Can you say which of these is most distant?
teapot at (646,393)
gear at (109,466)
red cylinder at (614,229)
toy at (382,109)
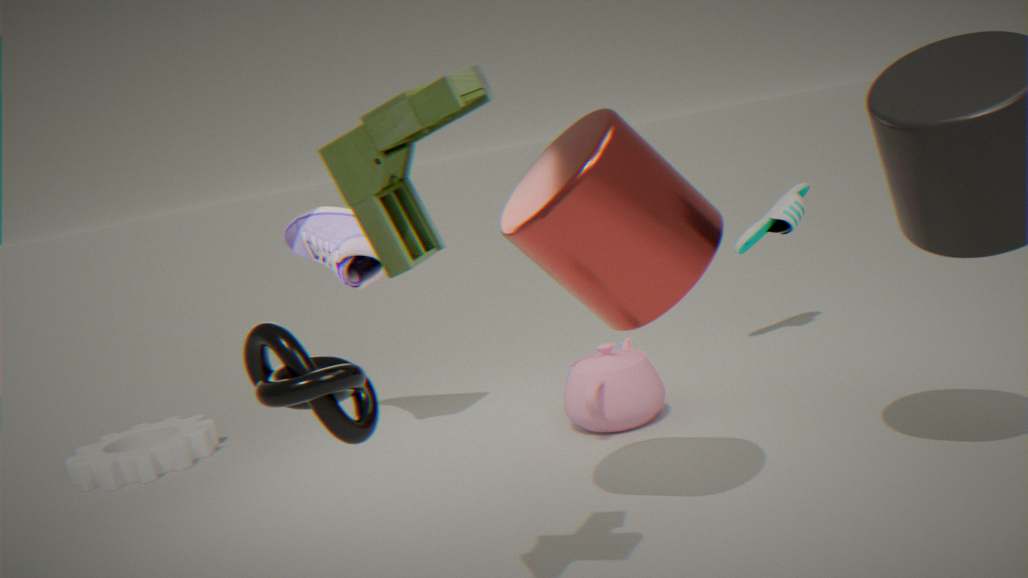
gear at (109,466)
